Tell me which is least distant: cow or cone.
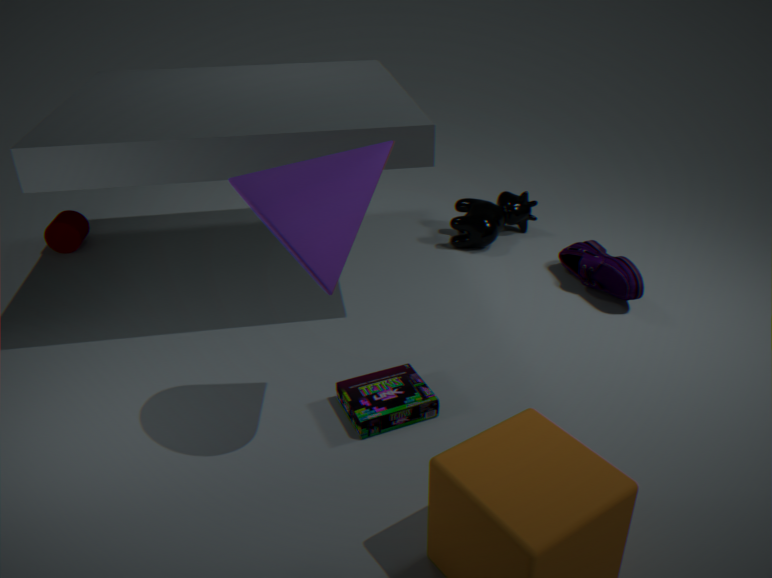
cone
